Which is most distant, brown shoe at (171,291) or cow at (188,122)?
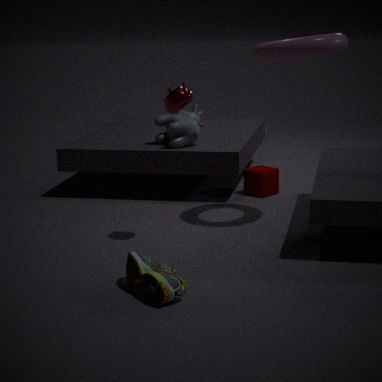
cow at (188,122)
